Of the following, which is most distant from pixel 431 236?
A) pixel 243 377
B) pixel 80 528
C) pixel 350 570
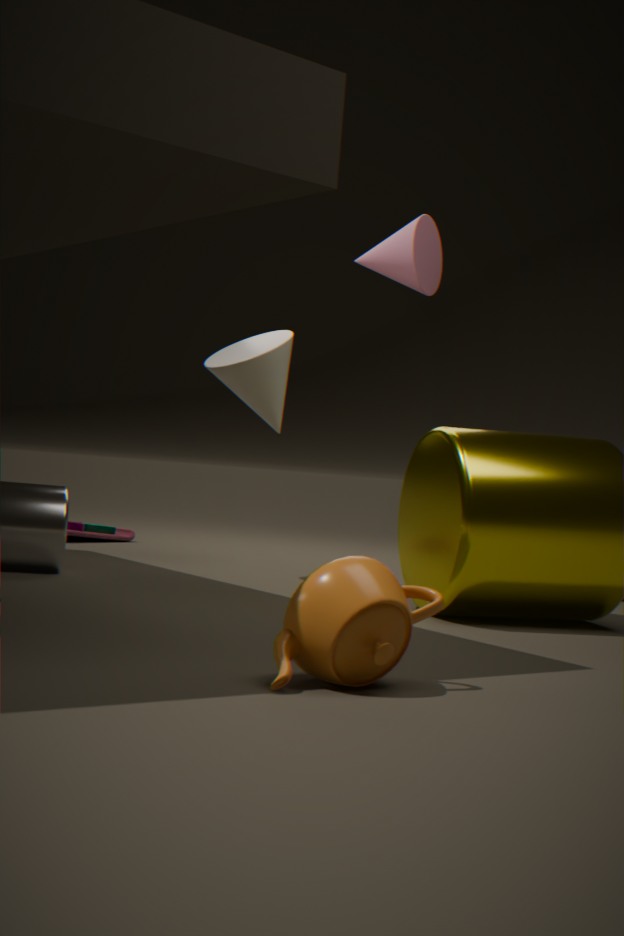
pixel 350 570
